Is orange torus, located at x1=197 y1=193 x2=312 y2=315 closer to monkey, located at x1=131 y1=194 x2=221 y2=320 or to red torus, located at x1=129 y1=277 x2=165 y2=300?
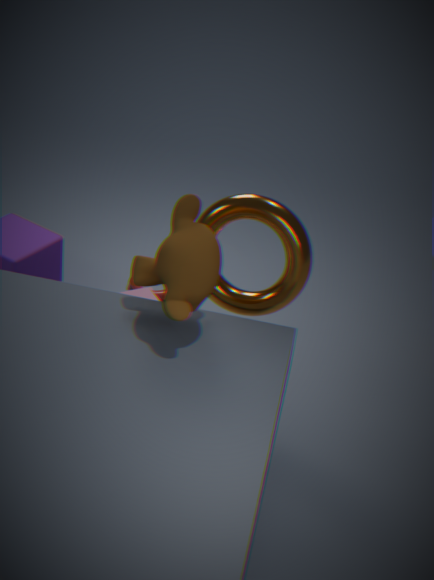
monkey, located at x1=131 y1=194 x2=221 y2=320
